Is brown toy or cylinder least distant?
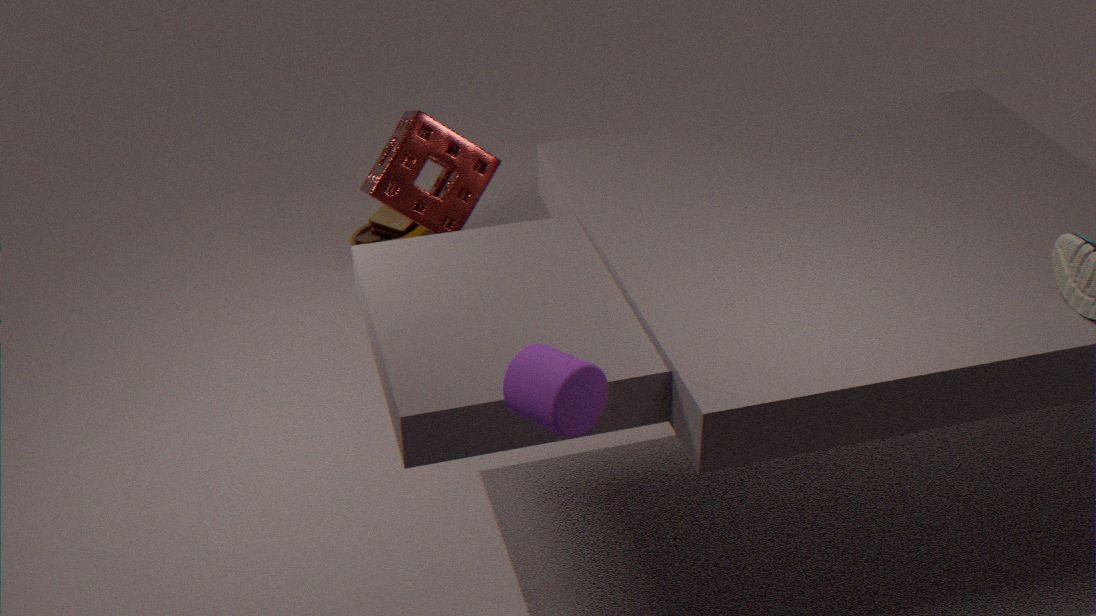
cylinder
